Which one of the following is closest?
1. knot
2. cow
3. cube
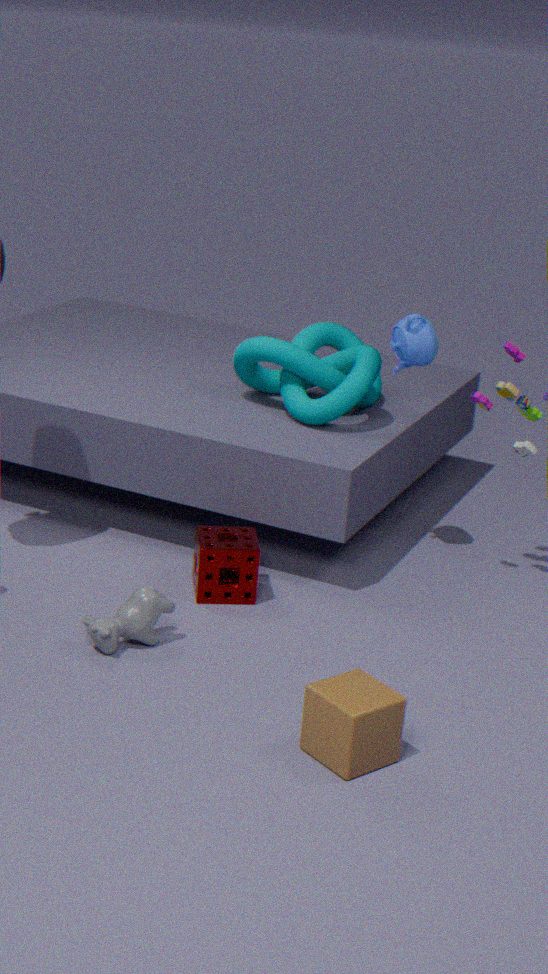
cube
